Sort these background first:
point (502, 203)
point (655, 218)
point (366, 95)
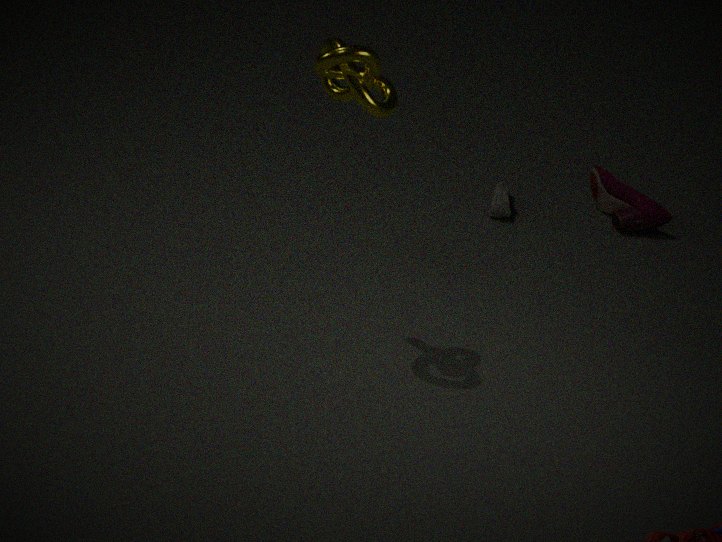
point (502, 203), point (655, 218), point (366, 95)
